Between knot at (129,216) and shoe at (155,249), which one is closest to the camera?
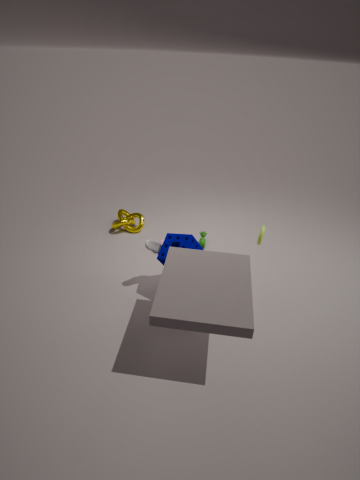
shoe at (155,249)
